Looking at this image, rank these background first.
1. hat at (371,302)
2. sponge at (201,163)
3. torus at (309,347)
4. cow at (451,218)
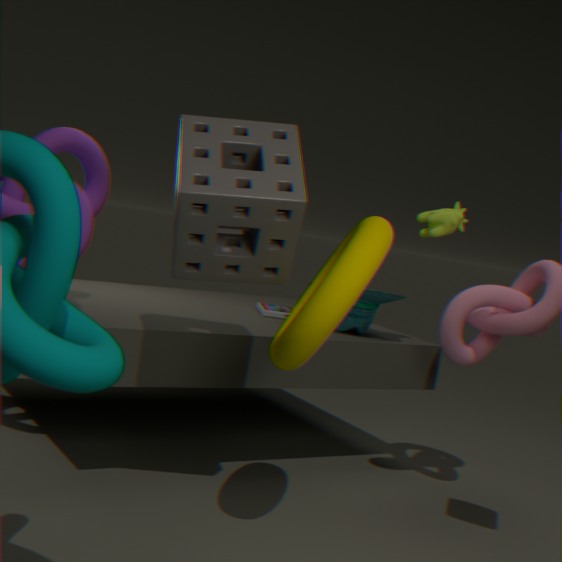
hat at (371,302) → cow at (451,218) → sponge at (201,163) → torus at (309,347)
